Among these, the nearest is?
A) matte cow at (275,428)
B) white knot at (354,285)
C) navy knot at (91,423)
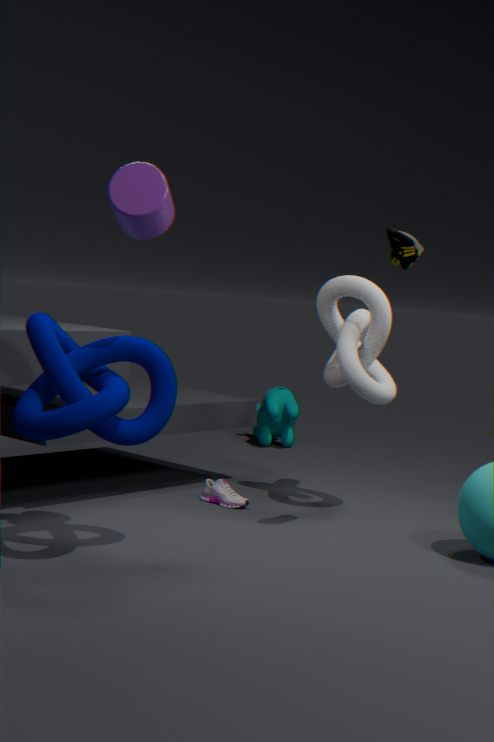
navy knot at (91,423)
